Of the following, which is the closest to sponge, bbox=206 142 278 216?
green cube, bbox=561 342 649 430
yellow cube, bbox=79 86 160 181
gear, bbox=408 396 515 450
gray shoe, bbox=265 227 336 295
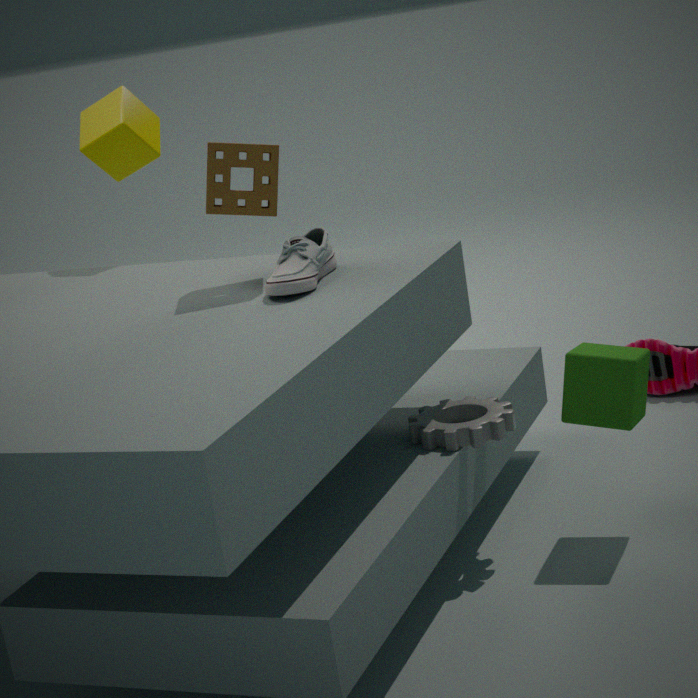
gray shoe, bbox=265 227 336 295
